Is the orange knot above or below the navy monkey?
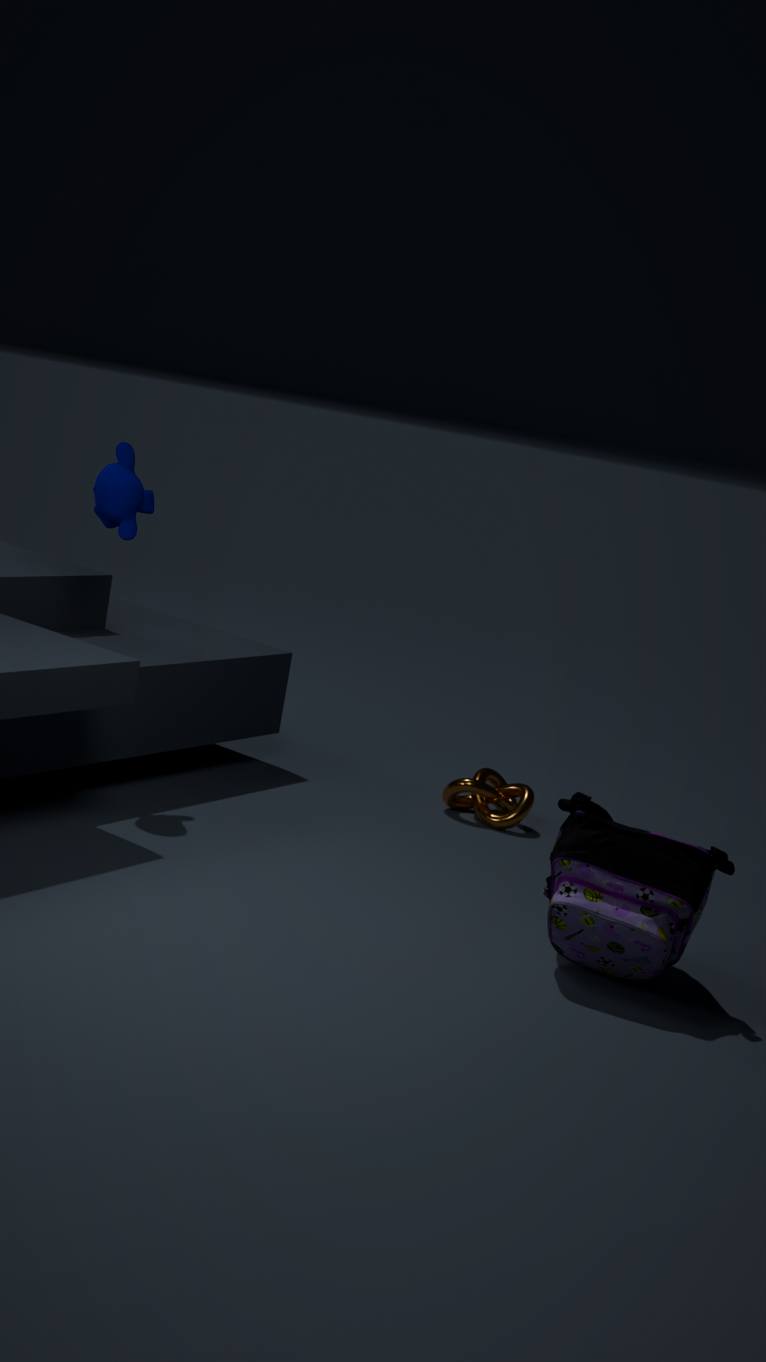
below
